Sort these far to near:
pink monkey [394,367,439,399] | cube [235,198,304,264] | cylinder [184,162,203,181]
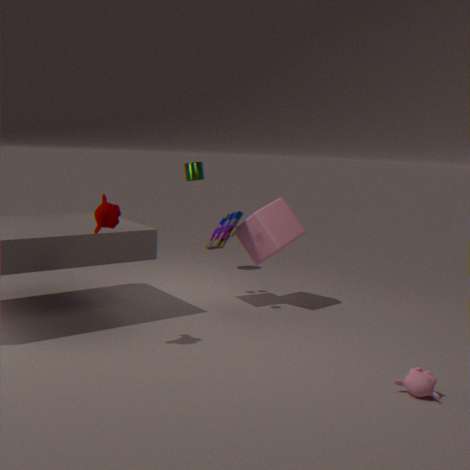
cylinder [184,162,203,181] < cube [235,198,304,264] < pink monkey [394,367,439,399]
